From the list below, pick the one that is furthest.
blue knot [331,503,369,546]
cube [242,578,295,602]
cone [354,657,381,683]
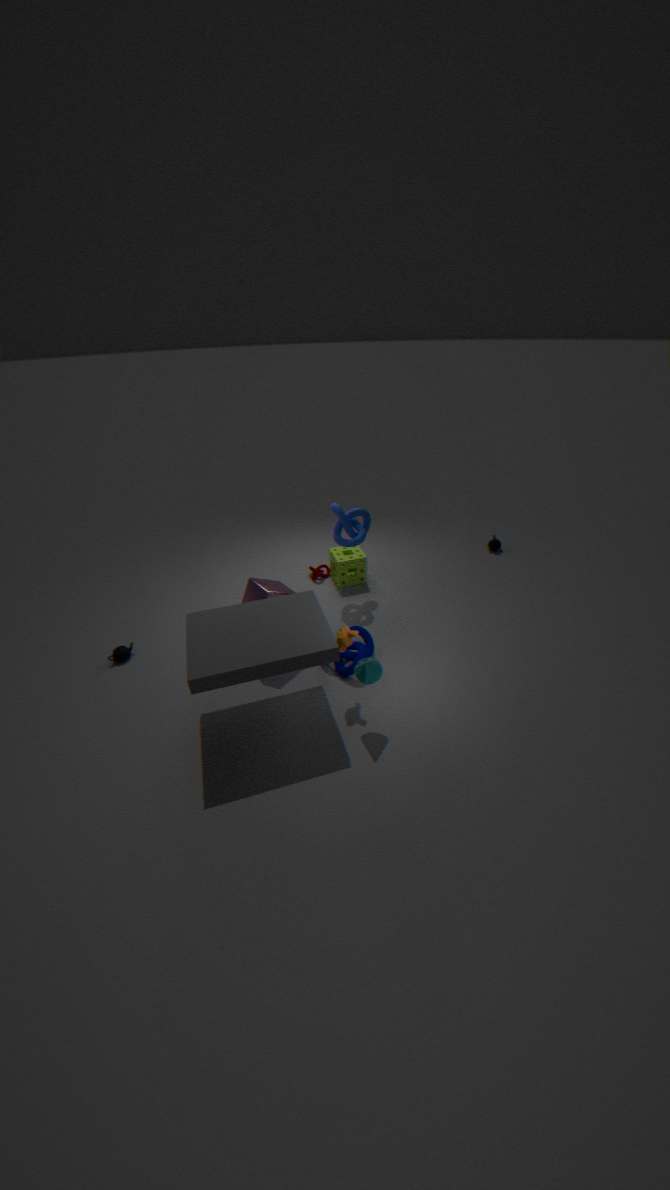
blue knot [331,503,369,546]
